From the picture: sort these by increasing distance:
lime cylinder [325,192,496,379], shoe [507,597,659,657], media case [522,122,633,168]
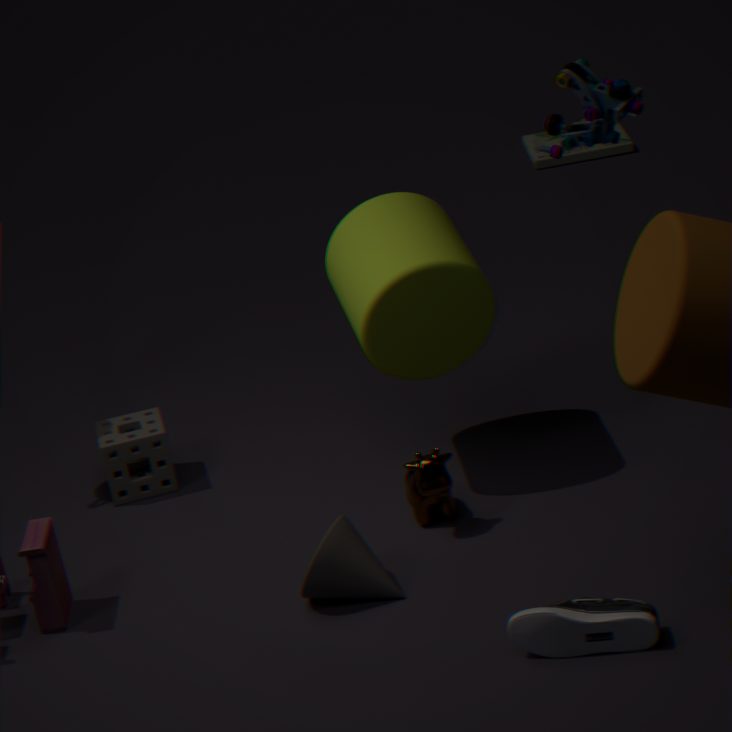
shoe [507,597,659,657] → lime cylinder [325,192,496,379] → media case [522,122,633,168]
